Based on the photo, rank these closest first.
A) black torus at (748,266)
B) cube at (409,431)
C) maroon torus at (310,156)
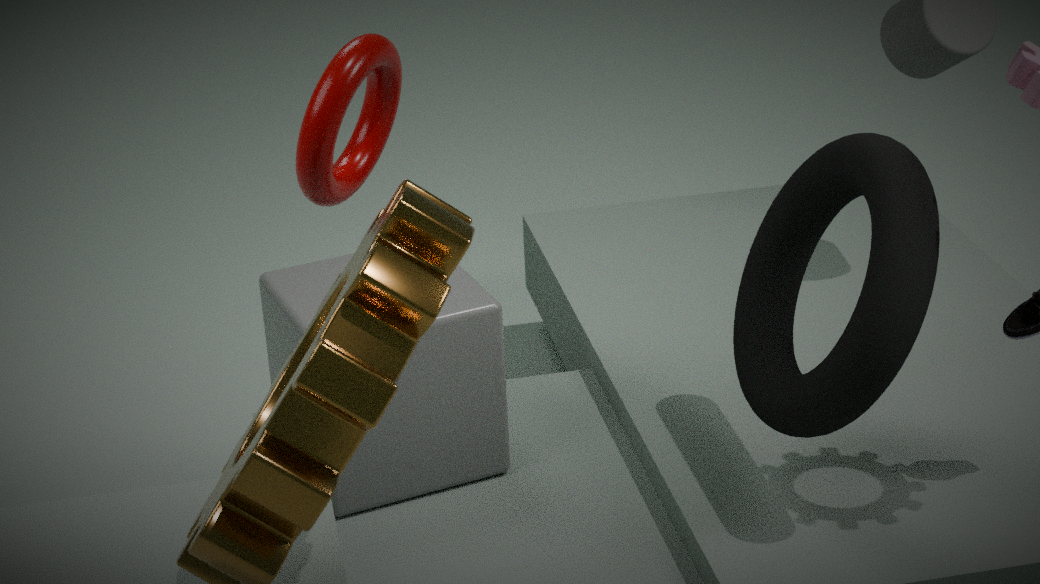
1. maroon torus at (310,156)
2. black torus at (748,266)
3. cube at (409,431)
